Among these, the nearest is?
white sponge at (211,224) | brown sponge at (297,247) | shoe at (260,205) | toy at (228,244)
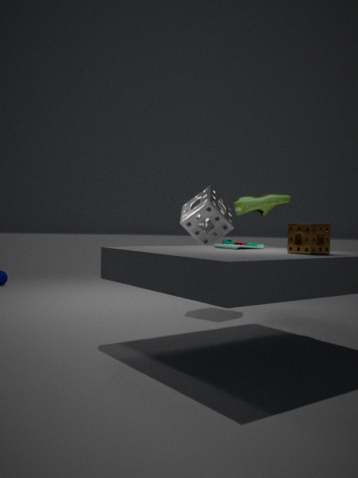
brown sponge at (297,247)
